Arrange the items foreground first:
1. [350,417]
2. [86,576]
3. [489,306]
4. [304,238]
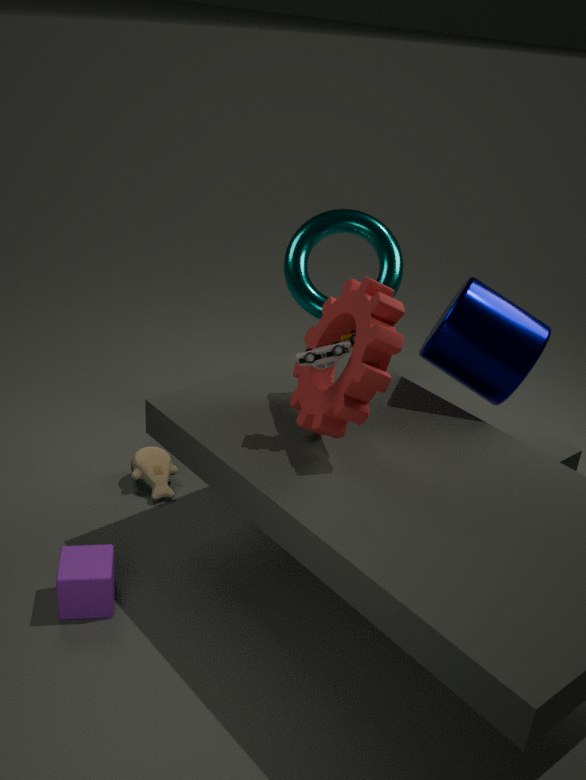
1. [350,417]
2. [86,576]
3. [489,306]
4. [304,238]
